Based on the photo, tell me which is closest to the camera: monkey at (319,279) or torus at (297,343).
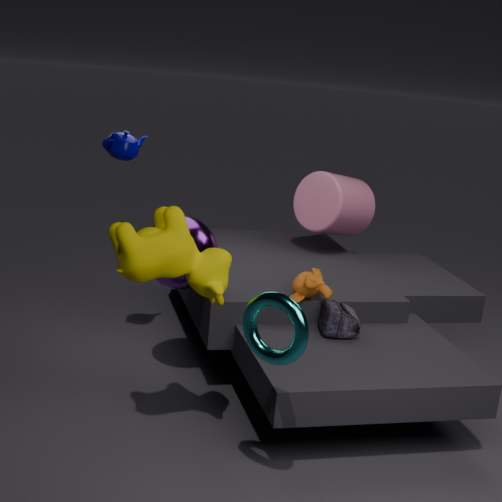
torus at (297,343)
